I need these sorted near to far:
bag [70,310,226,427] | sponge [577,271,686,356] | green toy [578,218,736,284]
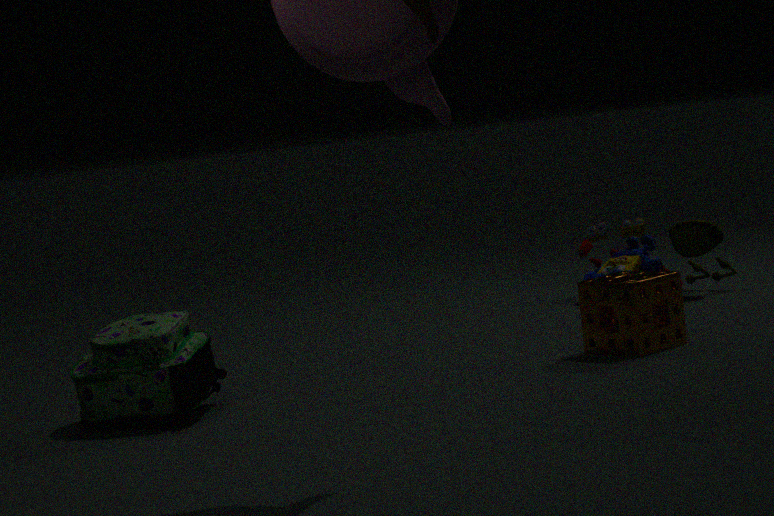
bag [70,310,226,427] < sponge [577,271,686,356] < green toy [578,218,736,284]
